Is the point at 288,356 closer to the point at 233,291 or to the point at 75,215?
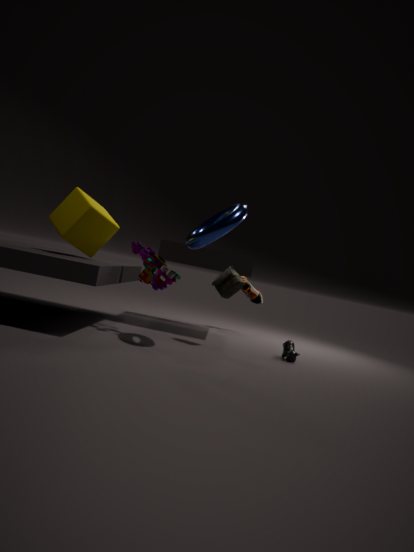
the point at 233,291
